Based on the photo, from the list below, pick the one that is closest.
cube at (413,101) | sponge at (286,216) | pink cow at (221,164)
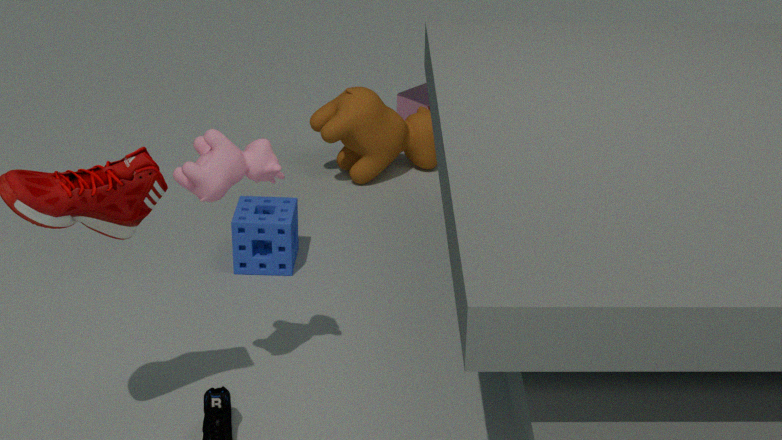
pink cow at (221,164)
